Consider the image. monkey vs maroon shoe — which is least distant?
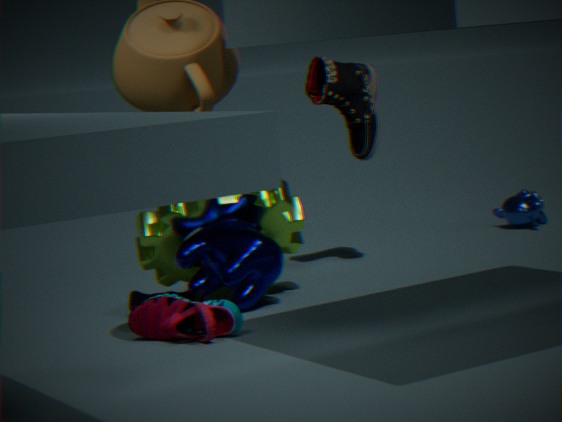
maroon shoe
